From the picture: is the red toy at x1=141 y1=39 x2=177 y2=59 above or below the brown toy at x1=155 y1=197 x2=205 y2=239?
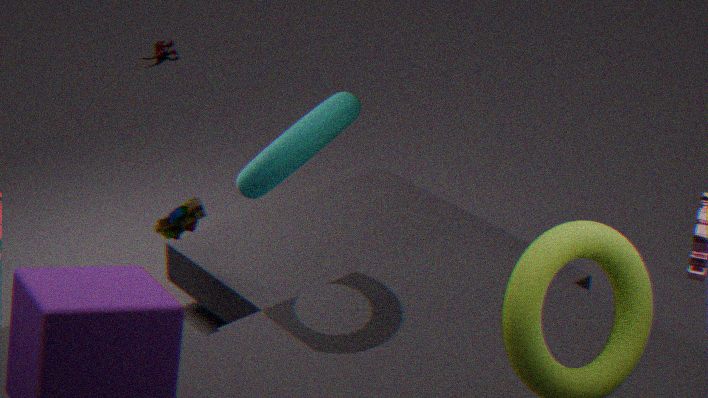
below
